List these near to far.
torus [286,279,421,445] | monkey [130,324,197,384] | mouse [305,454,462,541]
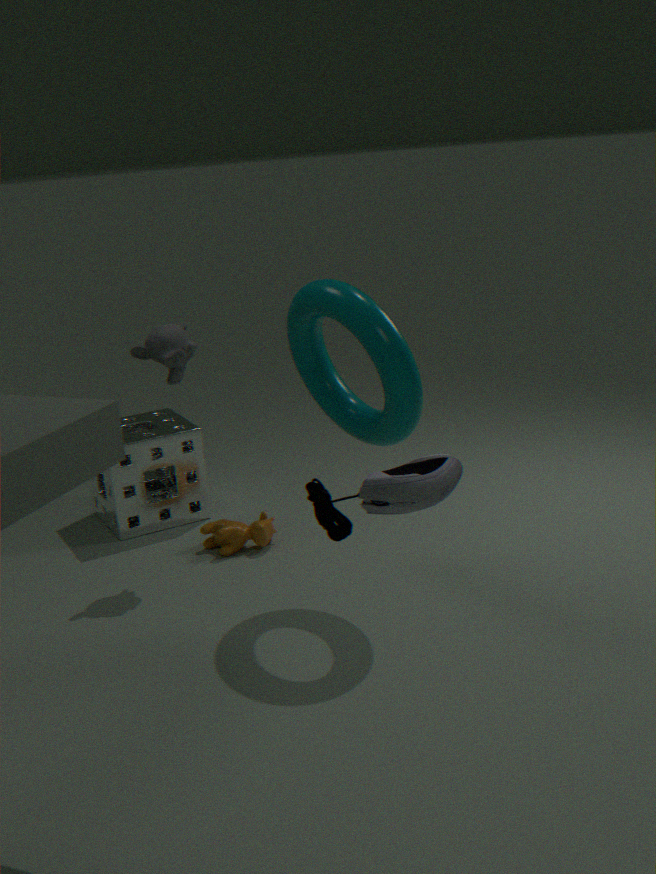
1. mouse [305,454,462,541]
2. torus [286,279,421,445]
3. monkey [130,324,197,384]
